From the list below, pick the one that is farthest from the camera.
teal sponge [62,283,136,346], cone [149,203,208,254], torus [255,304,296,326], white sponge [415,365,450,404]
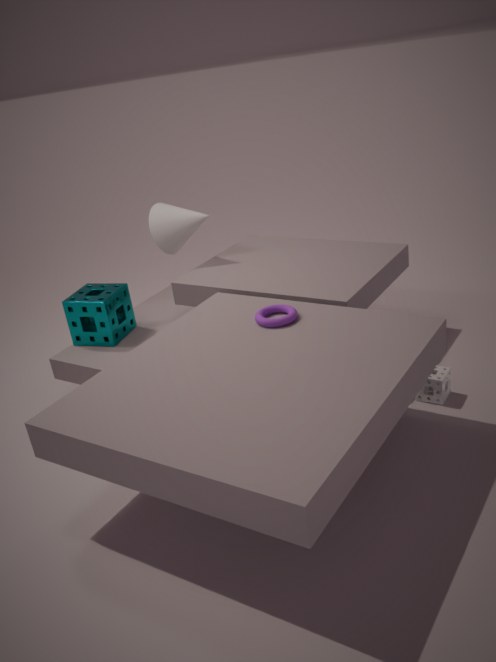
cone [149,203,208,254]
